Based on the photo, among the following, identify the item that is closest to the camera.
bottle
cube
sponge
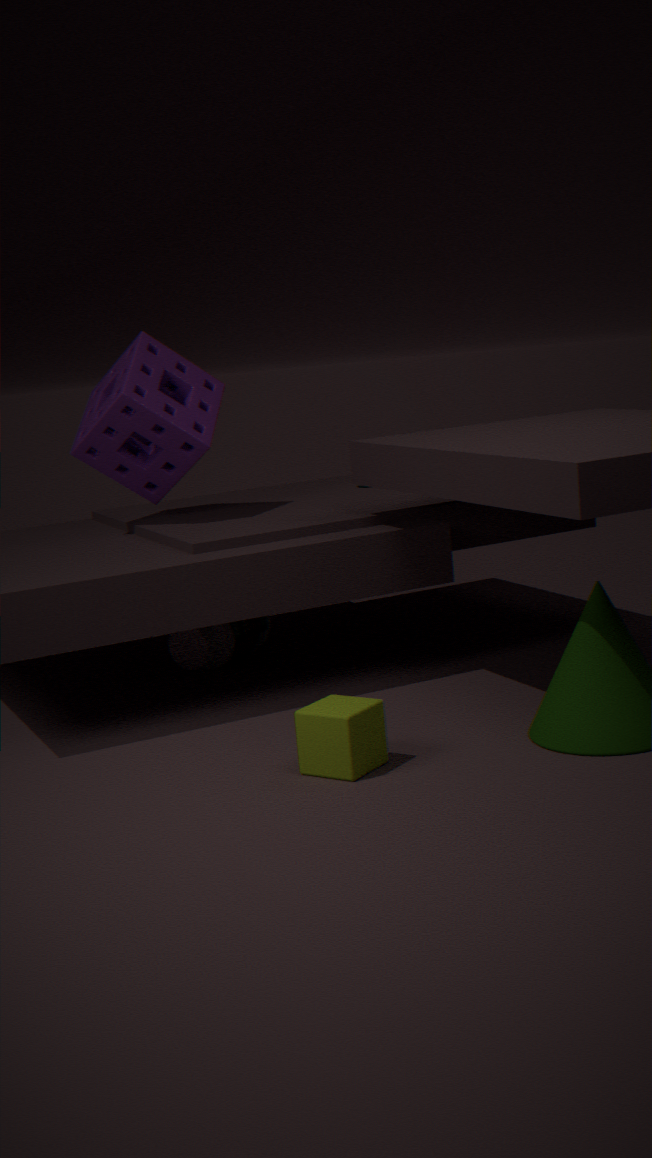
cube
